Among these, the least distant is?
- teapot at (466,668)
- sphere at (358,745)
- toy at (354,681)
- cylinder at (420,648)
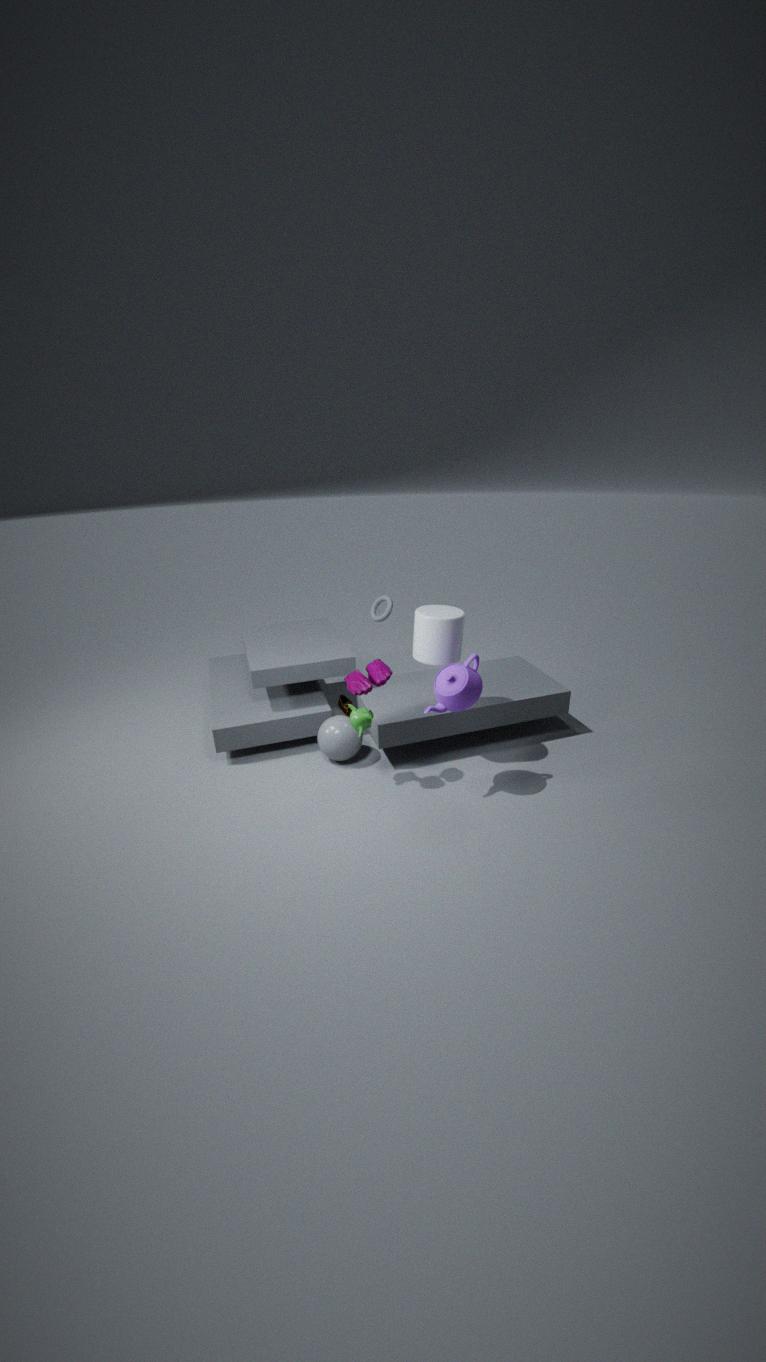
teapot at (466,668)
